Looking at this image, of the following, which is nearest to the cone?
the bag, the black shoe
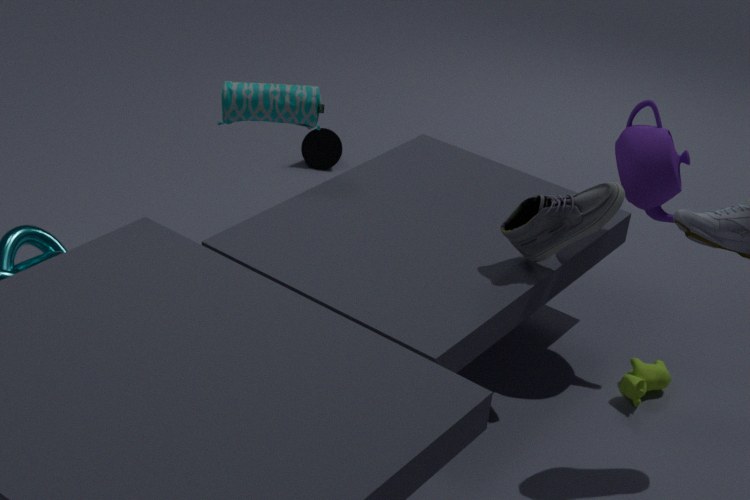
the bag
